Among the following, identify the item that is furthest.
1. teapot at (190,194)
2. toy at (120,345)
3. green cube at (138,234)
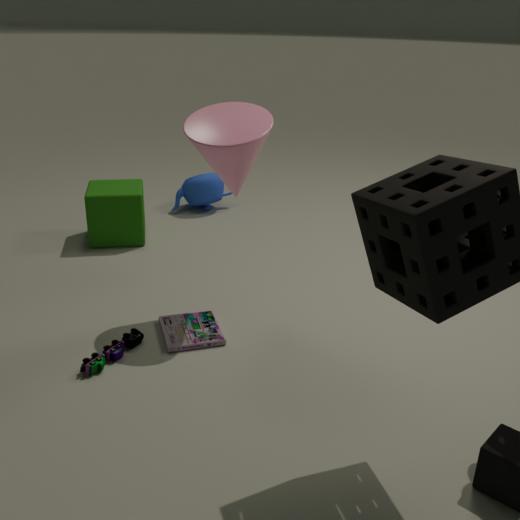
teapot at (190,194)
